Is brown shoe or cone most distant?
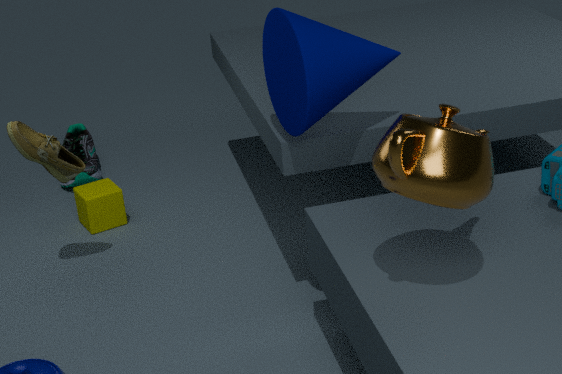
brown shoe
